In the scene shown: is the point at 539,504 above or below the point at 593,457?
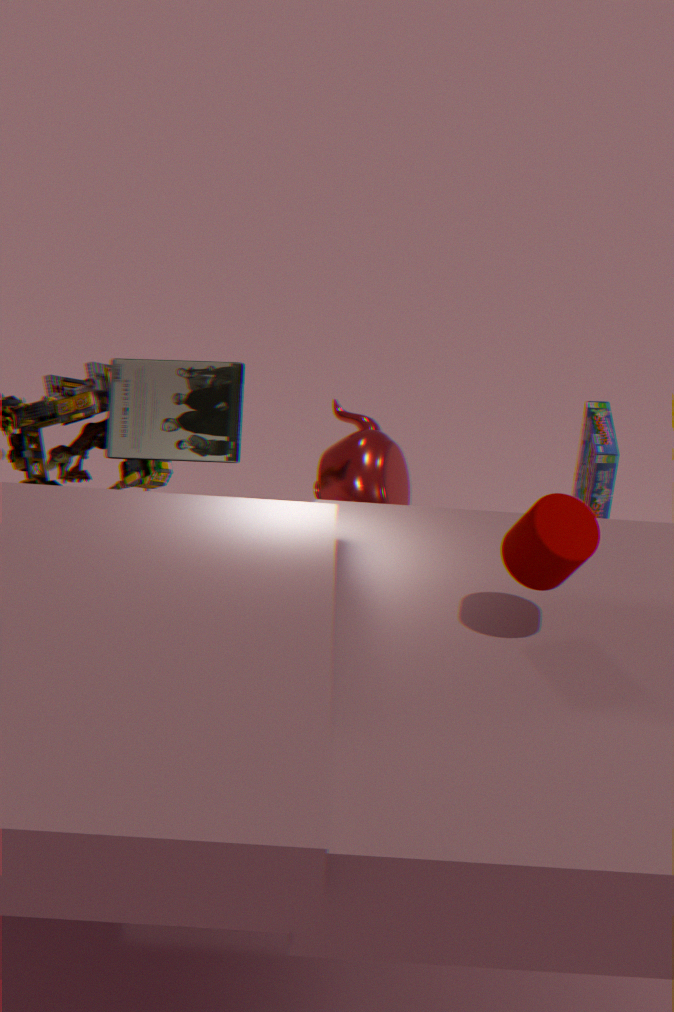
above
